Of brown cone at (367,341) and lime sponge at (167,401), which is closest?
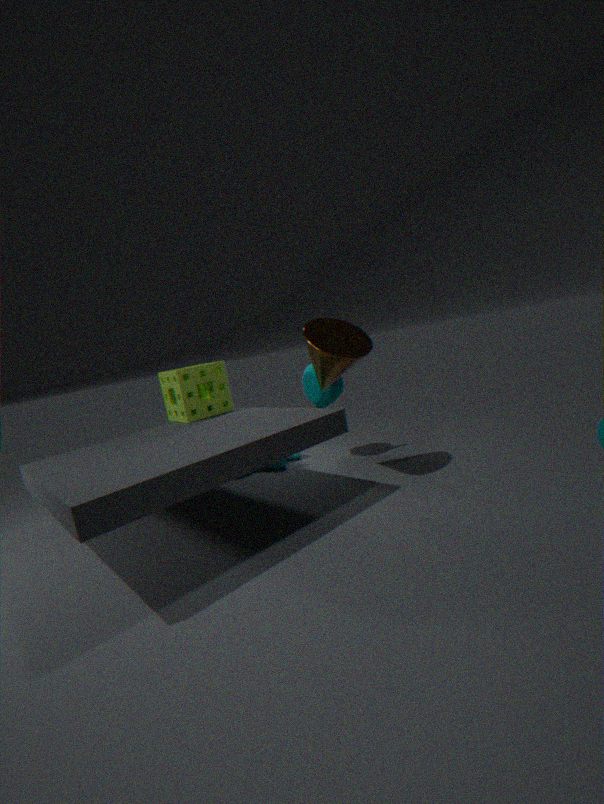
brown cone at (367,341)
